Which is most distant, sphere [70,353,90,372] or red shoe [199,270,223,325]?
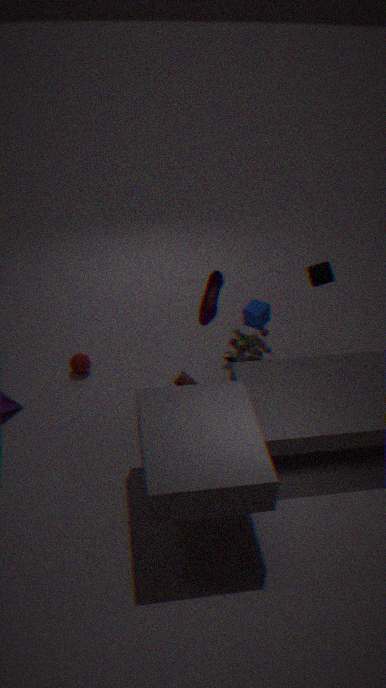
sphere [70,353,90,372]
